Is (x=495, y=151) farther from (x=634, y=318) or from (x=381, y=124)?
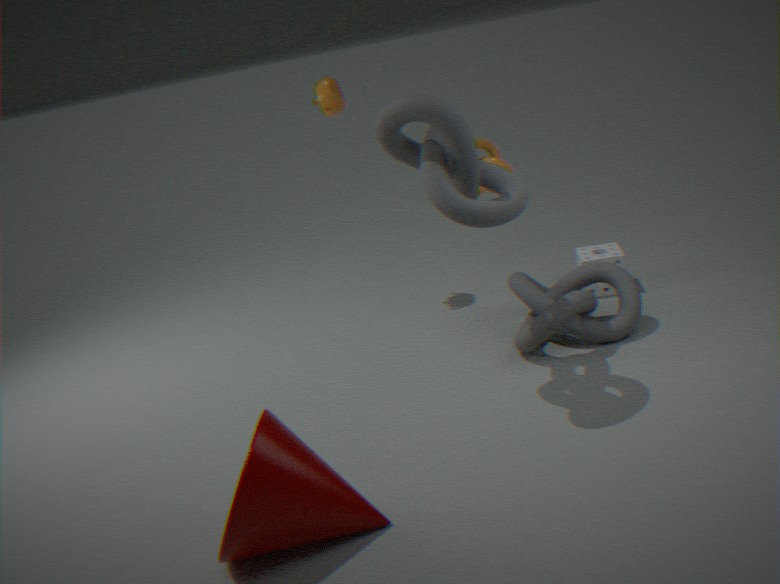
(x=381, y=124)
